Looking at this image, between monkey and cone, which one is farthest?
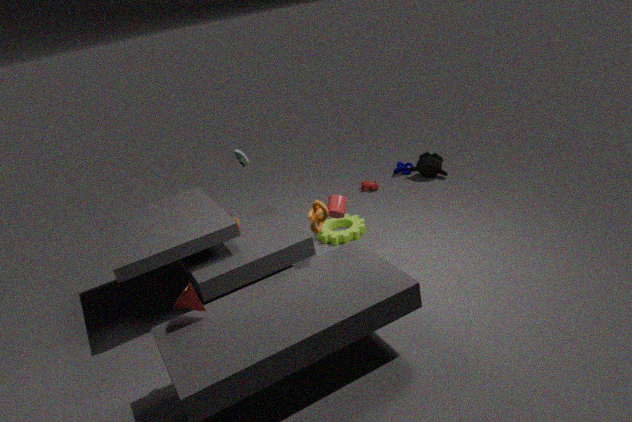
monkey
